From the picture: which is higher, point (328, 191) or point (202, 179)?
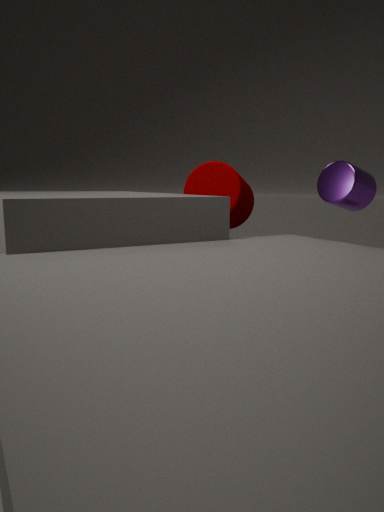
point (328, 191)
